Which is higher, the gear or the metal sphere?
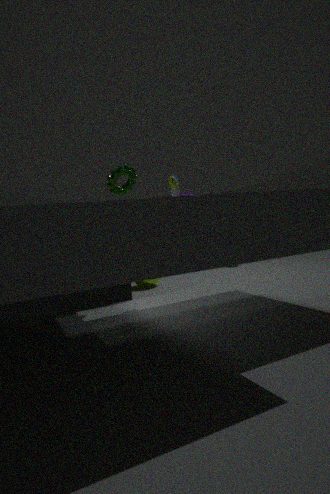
the gear
